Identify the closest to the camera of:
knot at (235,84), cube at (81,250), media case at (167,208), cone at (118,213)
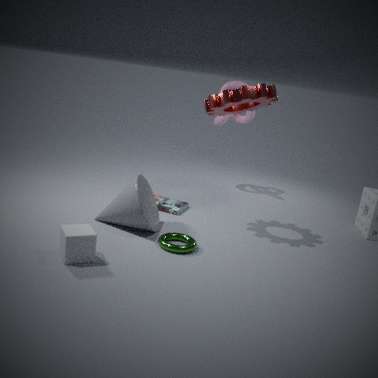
cube at (81,250)
